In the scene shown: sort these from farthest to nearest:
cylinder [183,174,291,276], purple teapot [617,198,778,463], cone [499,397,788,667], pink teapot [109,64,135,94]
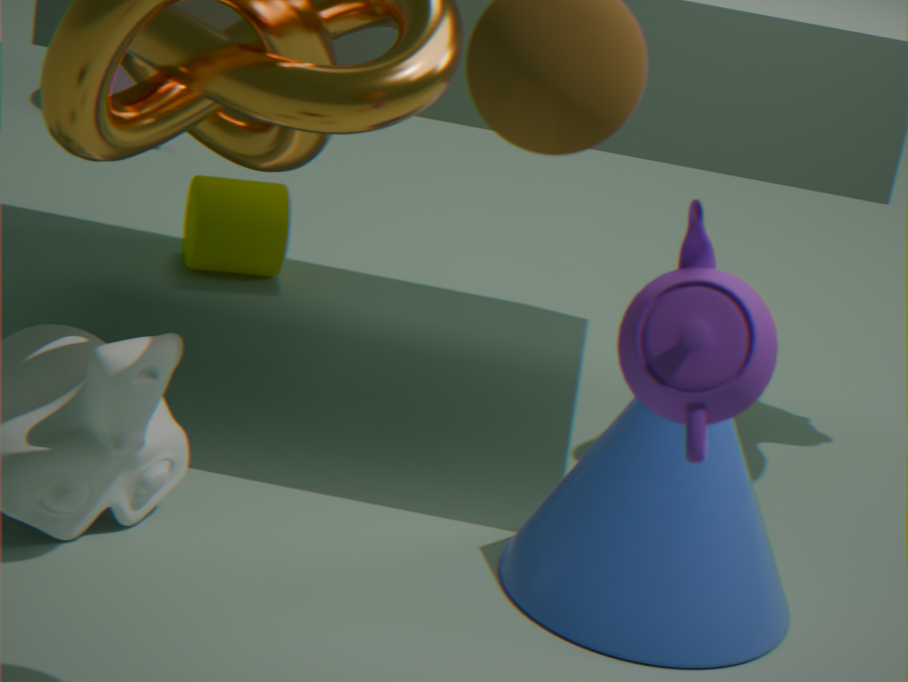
1. pink teapot [109,64,135,94]
2. cylinder [183,174,291,276]
3. cone [499,397,788,667]
4. purple teapot [617,198,778,463]
